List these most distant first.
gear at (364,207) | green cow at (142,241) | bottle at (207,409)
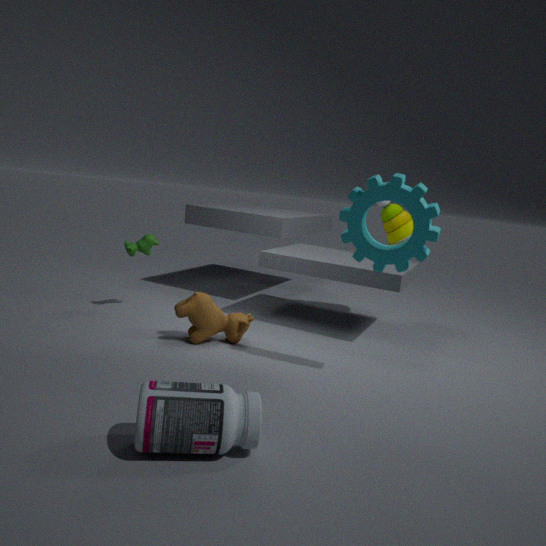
green cow at (142,241) → gear at (364,207) → bottle at (207,409)
